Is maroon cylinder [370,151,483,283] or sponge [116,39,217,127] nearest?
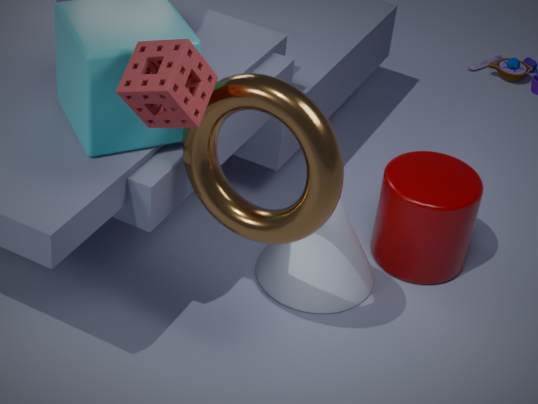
sponge [116,39,217,127]
